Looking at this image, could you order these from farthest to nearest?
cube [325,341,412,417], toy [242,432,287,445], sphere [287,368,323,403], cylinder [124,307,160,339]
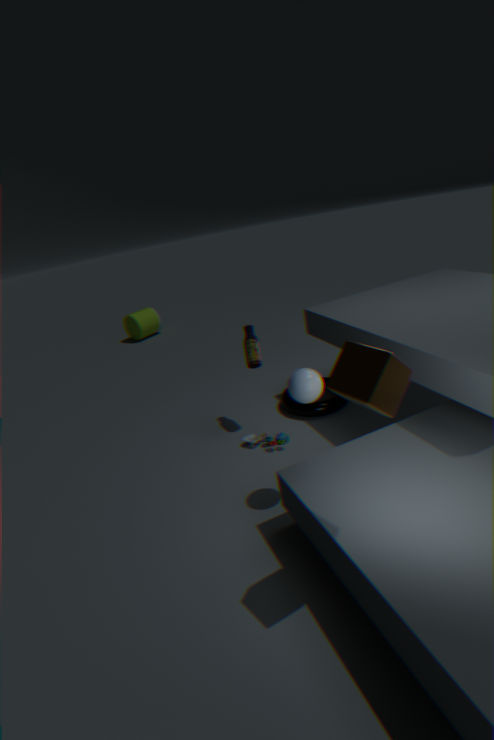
cylinder [124,307,160,339]
toy [242,432,287,445]
sphere [287,368,323,403]
cube [325,341,412,417]
